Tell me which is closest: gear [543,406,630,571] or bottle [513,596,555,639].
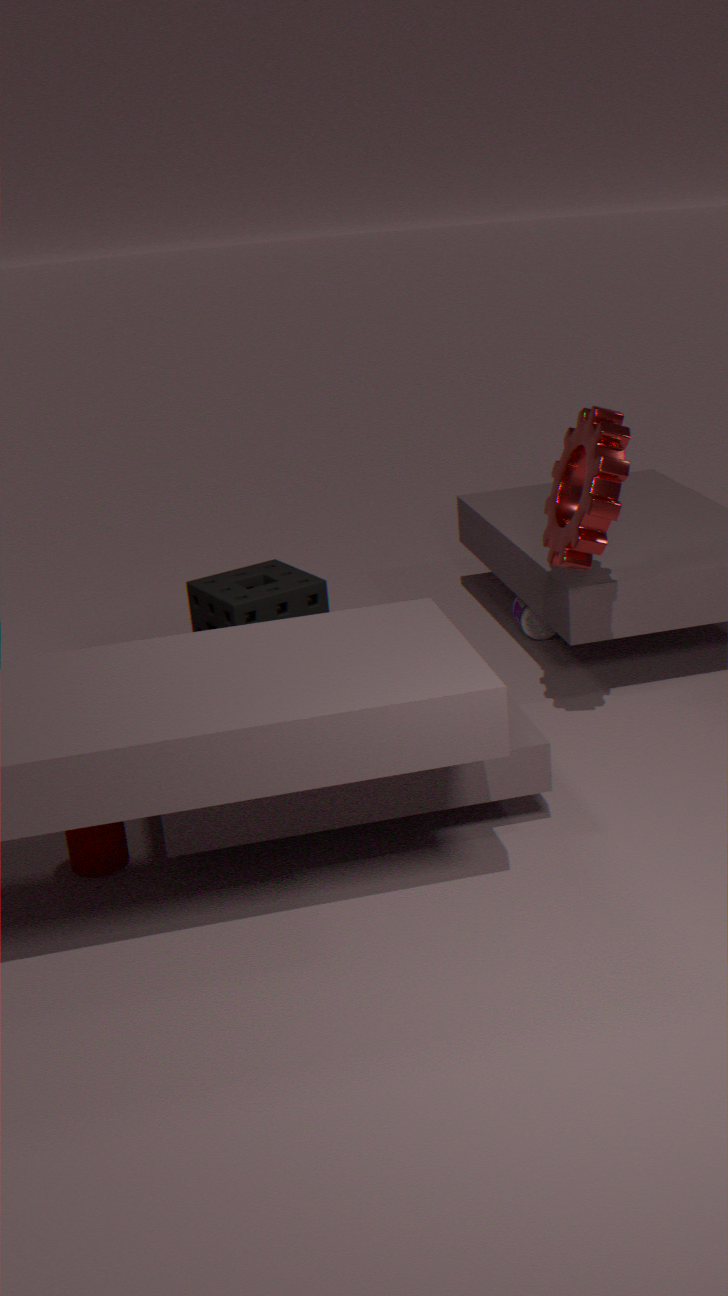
gear [543,406,630,571]
